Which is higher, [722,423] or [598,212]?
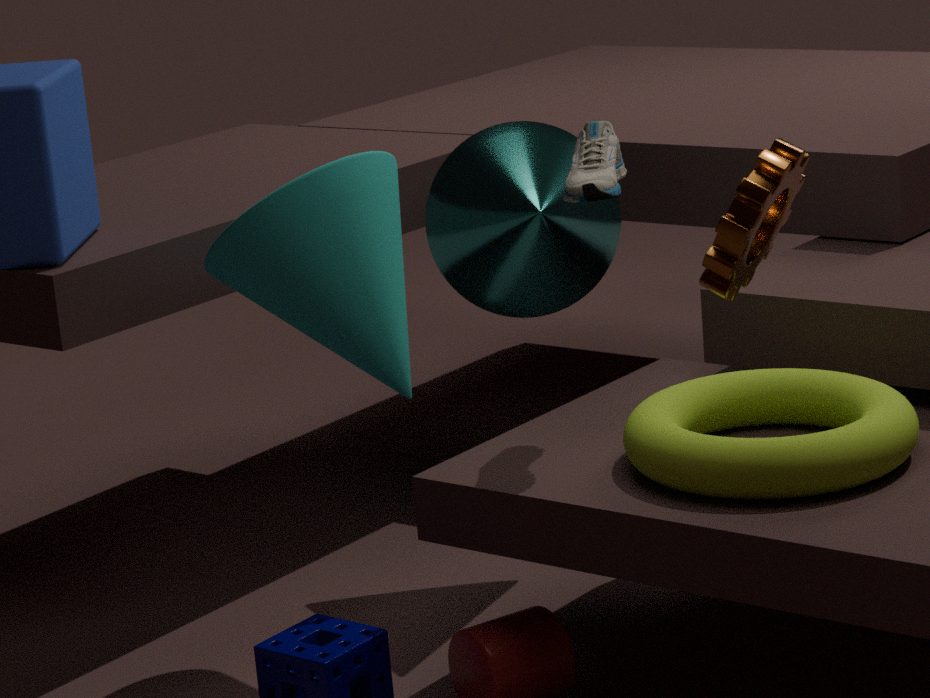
[598,212]
